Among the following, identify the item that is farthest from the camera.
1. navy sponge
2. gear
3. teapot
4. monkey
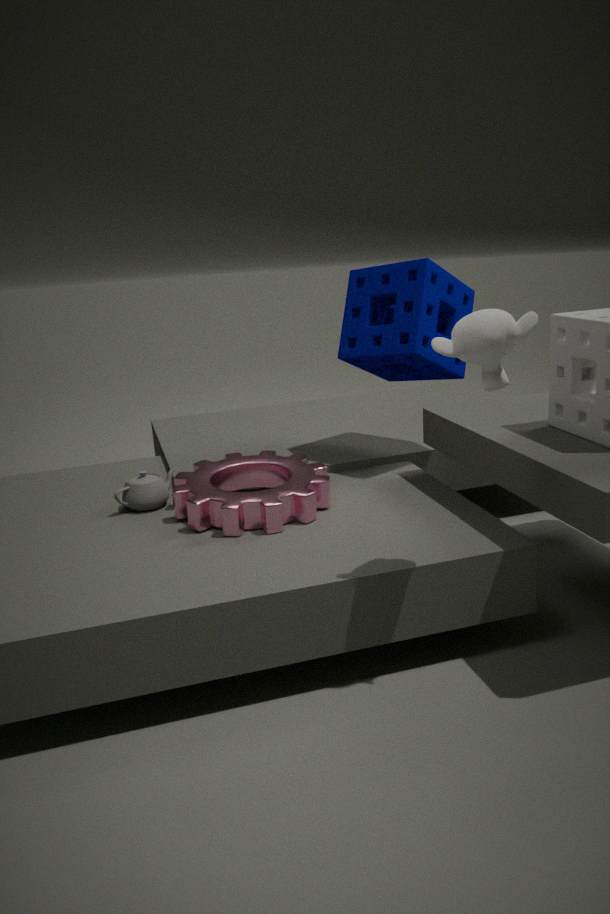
navy sponge
